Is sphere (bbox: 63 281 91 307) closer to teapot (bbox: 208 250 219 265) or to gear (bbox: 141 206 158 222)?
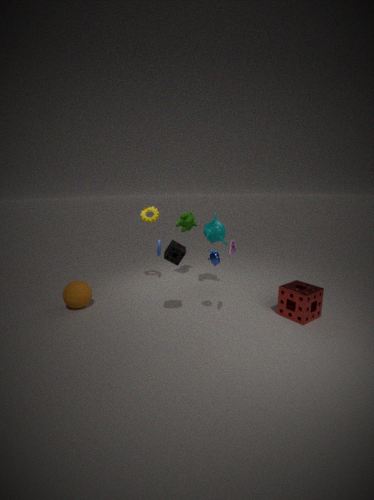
gear (bbox: 141 206 158 222)
